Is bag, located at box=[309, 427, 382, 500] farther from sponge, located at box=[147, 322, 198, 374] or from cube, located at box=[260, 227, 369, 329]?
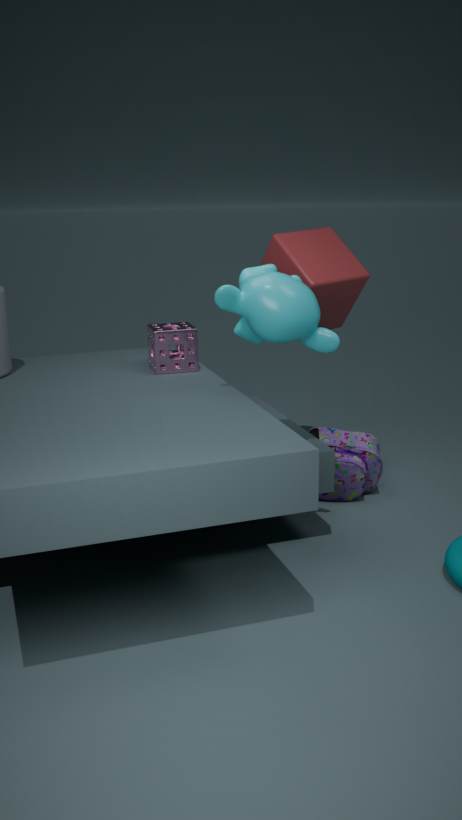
sponge, located at box=[147, 322, 198, 374]
